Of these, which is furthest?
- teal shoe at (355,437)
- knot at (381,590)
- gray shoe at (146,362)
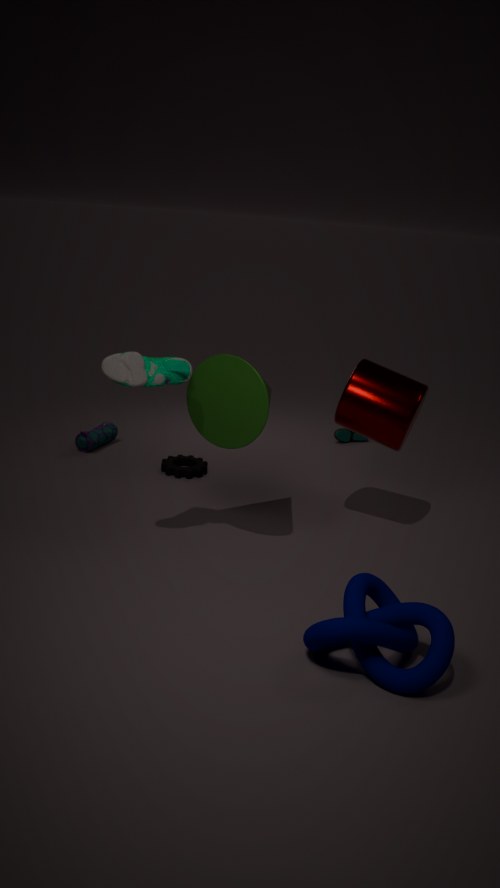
teal shoe at (355,437)
